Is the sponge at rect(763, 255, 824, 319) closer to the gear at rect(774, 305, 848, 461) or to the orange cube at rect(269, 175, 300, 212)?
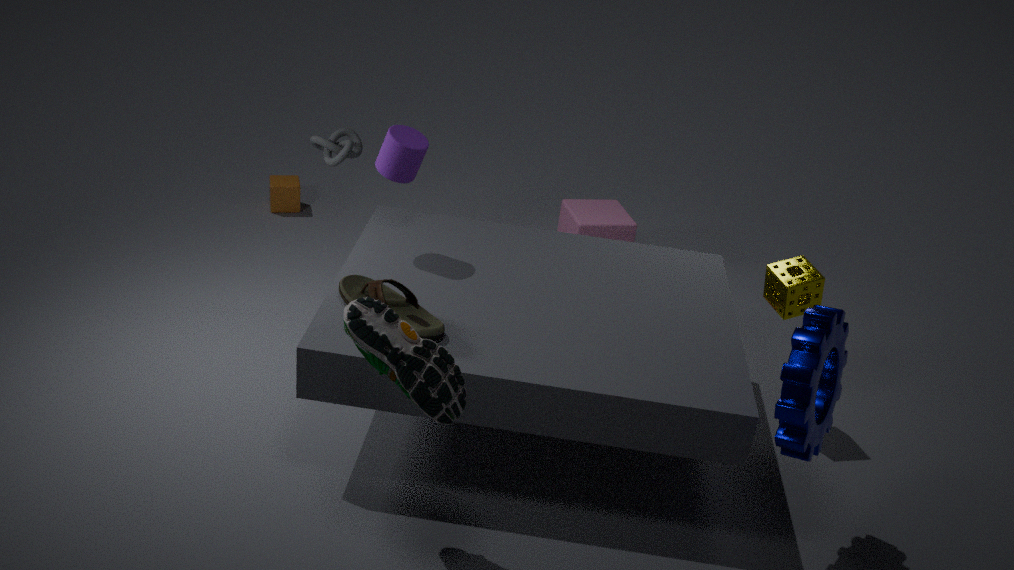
the gear at rect(774, 305, 848, 461)
